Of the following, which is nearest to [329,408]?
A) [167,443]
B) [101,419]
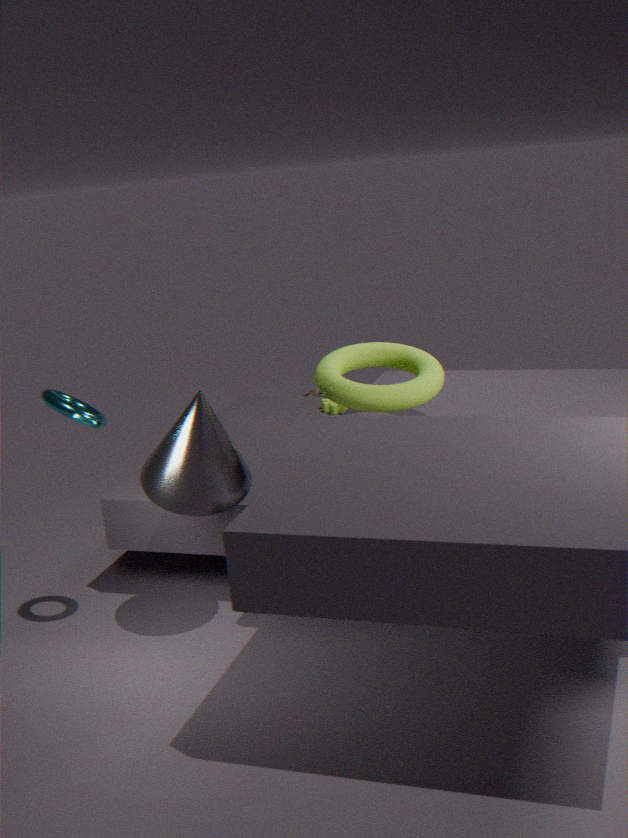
[167,443]
